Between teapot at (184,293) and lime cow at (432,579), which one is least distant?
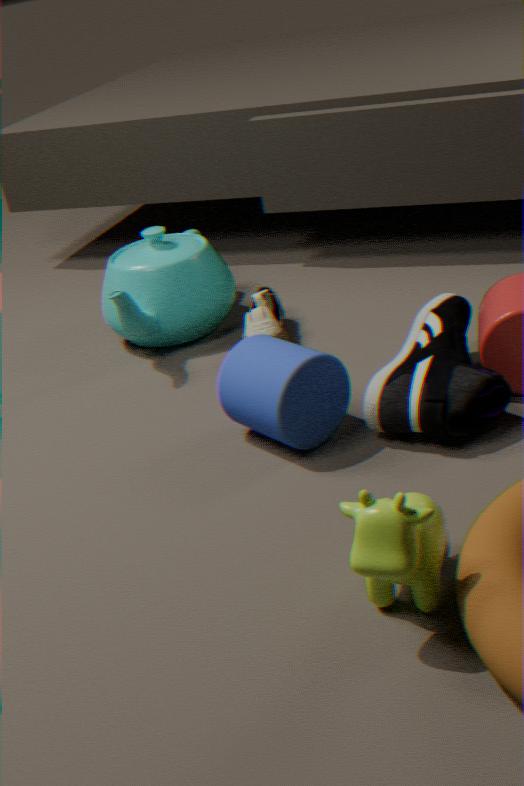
lime cow at (432,579)
